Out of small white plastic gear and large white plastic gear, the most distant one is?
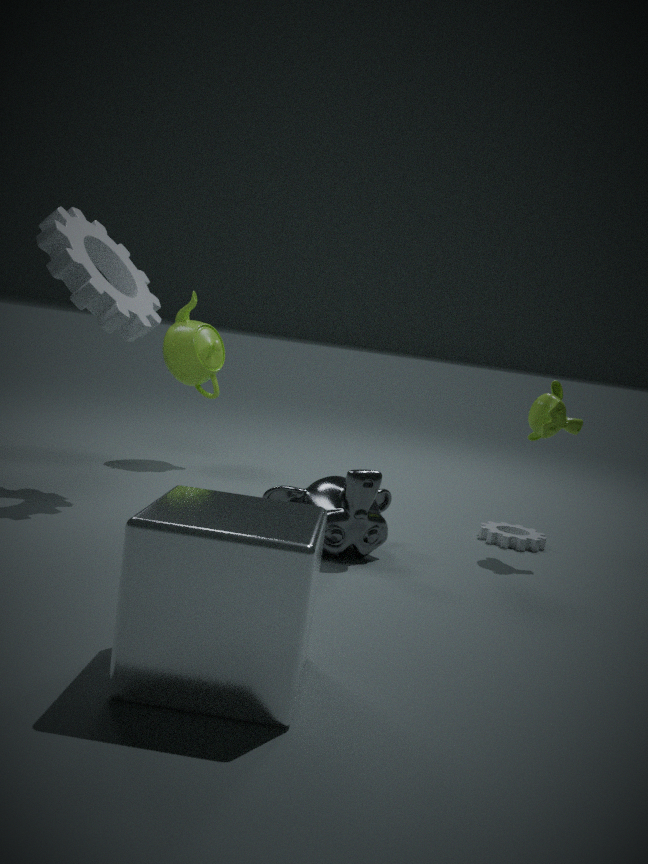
small white plastic gear
